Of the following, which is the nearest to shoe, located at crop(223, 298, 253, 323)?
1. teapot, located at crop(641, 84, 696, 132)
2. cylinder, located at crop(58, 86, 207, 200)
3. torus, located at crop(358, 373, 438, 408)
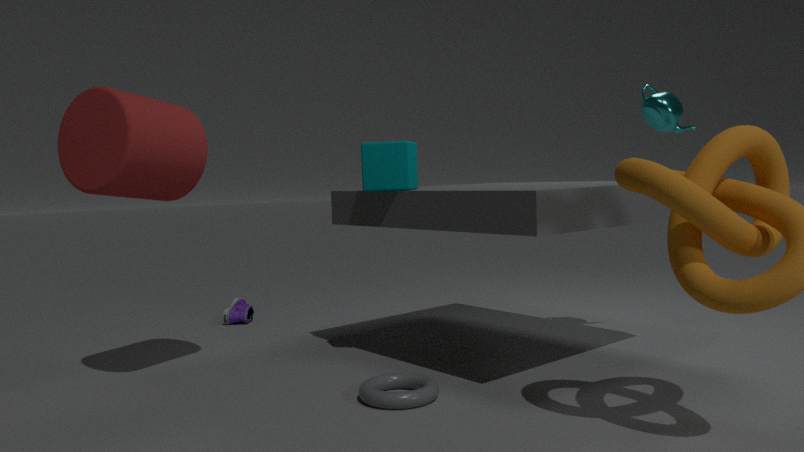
cylinder, located at crop(58, 86, 207, 200)
